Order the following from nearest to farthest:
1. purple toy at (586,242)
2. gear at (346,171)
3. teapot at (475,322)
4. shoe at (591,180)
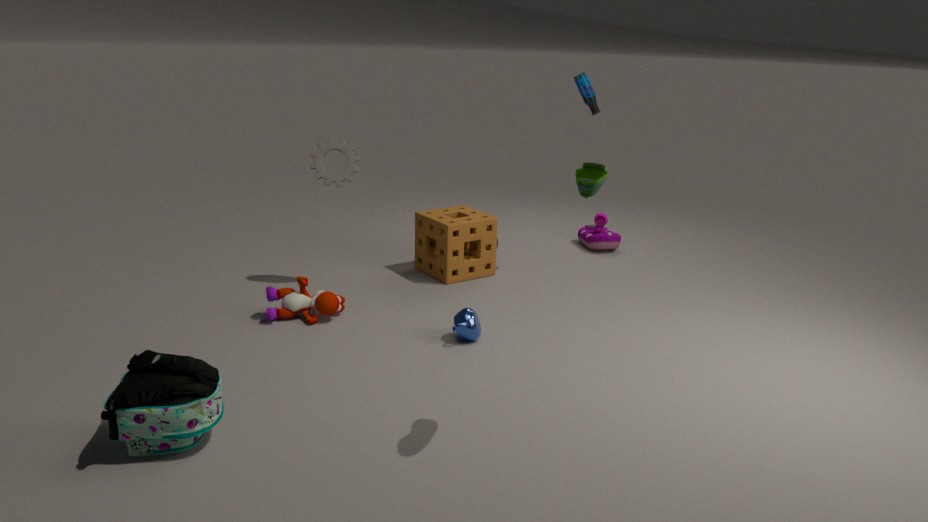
shoe at (591,180), teapot at (475,322), gear at (346,171), purple toy at (586,242)
